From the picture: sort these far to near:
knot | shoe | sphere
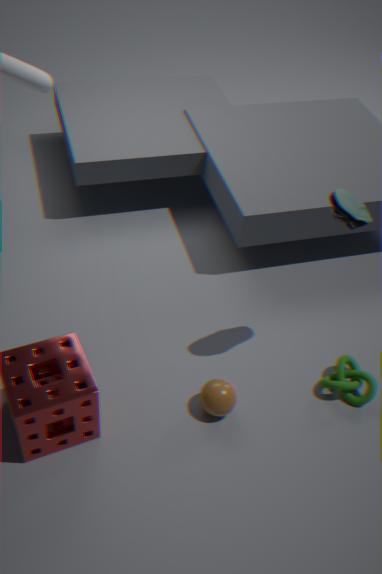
knot < sphere < shoe
